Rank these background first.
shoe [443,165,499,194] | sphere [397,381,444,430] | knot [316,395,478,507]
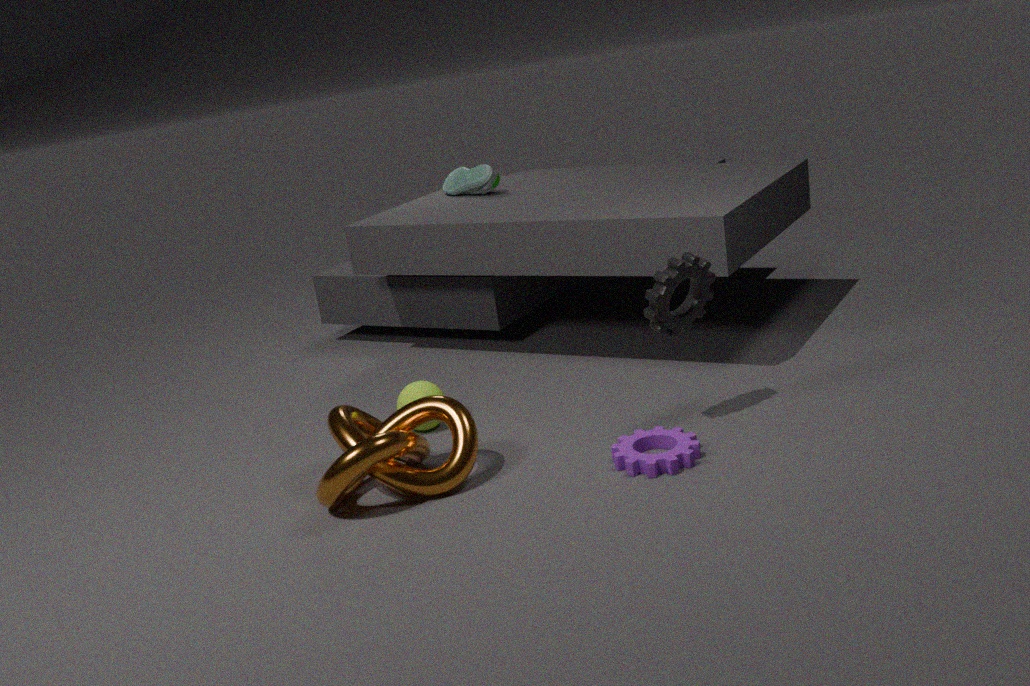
1. shoe [443,165,499,194]
2. sphere [397,381,444,430]
3. knot [316,395,478,507]
